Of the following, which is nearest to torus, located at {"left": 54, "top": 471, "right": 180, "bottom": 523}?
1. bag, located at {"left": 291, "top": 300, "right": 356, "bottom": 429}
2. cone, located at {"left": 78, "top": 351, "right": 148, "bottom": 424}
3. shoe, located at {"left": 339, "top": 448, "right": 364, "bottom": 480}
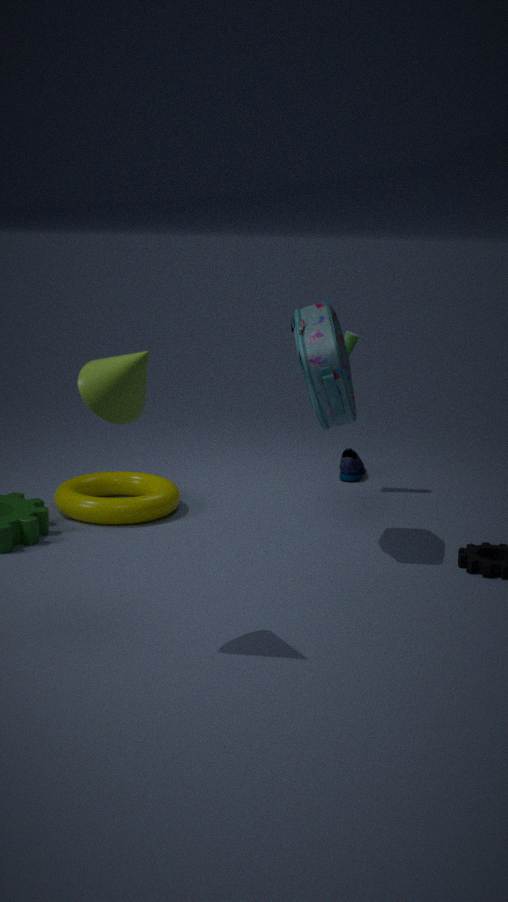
bag, located at {"left": 291, "top": 300, "right": 356, "bottom": 429}
